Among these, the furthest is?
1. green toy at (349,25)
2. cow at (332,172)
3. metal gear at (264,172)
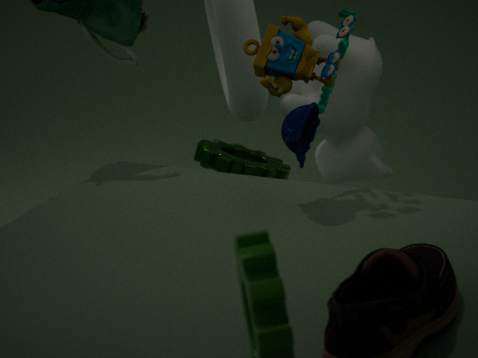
cow at (332,172)
